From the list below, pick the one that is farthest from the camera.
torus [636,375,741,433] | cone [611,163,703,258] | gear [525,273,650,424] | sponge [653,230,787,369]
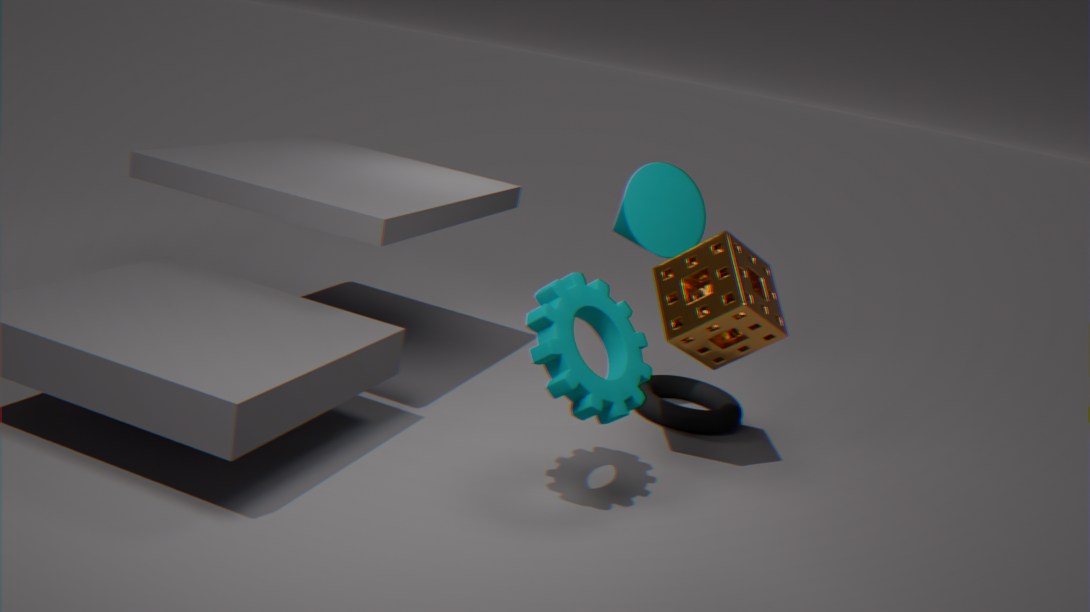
torus [636,375,741,433]
